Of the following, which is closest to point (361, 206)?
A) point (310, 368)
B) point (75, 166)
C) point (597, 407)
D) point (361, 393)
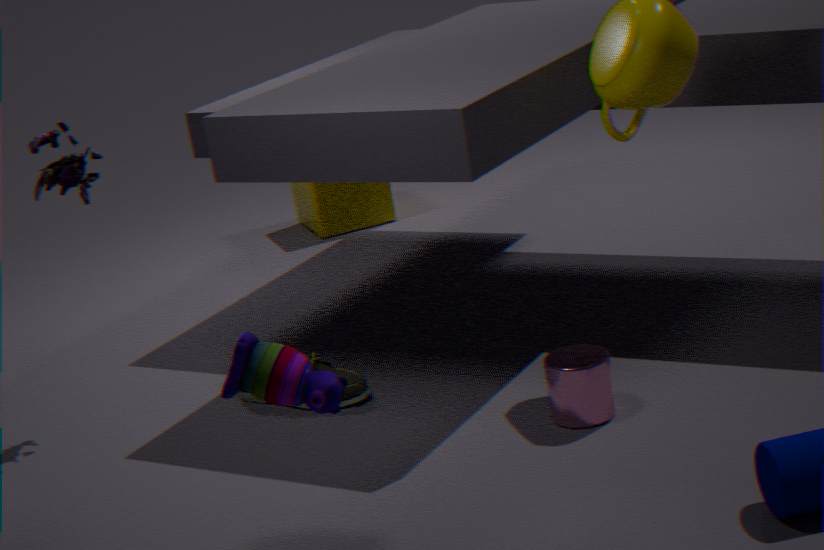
point (361, 393)
